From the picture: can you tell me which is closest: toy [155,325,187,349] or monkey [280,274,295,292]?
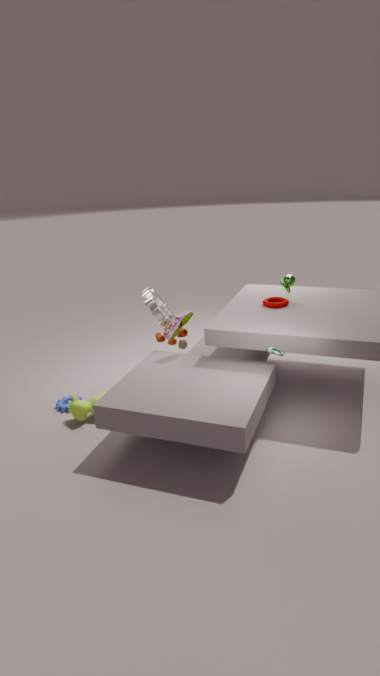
toy [155,325,187,349]
